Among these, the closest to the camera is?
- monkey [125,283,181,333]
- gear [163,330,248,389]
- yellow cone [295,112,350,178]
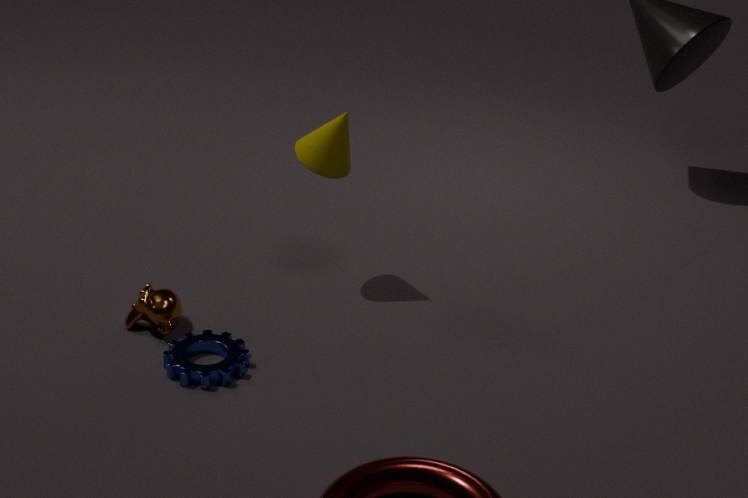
gear [163,330,248,389]
